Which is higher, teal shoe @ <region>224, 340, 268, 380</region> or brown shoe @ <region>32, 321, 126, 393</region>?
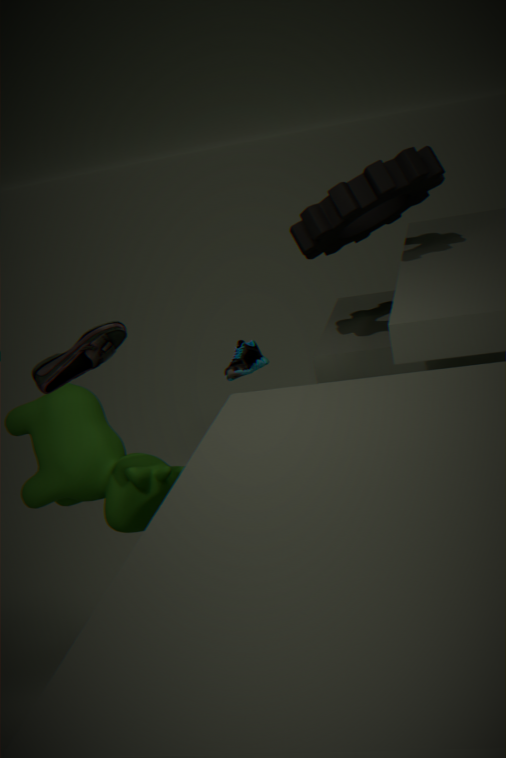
brown shoe @ <region>32, 321, 126, 393</region>
